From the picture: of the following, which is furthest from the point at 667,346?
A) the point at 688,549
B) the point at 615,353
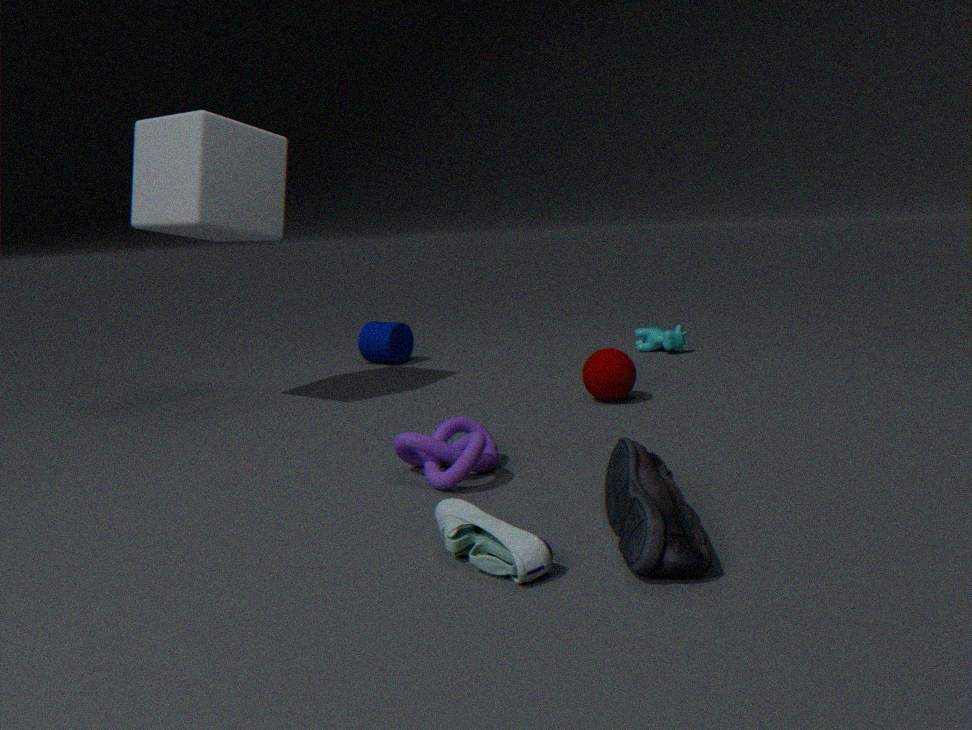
the point at 688,549
